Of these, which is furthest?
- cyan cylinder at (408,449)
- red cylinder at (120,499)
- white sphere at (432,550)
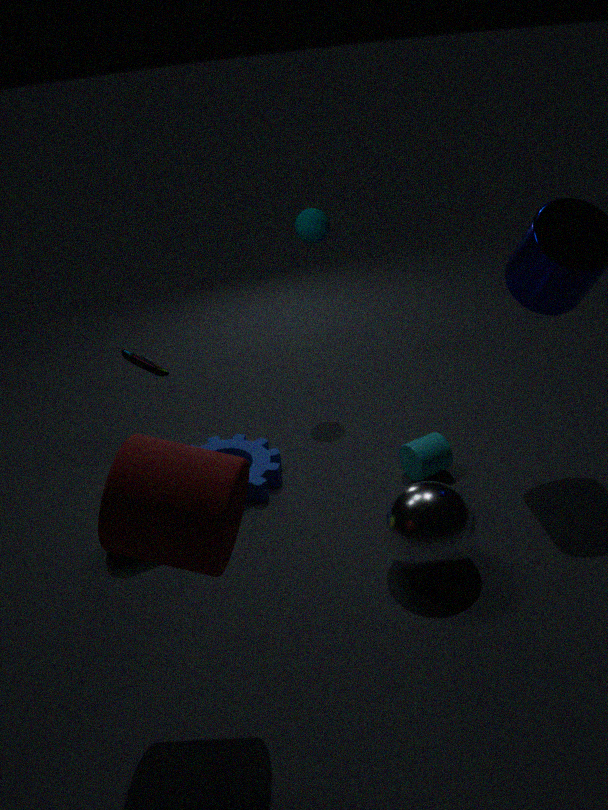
cyan cylinder at (408,449)
